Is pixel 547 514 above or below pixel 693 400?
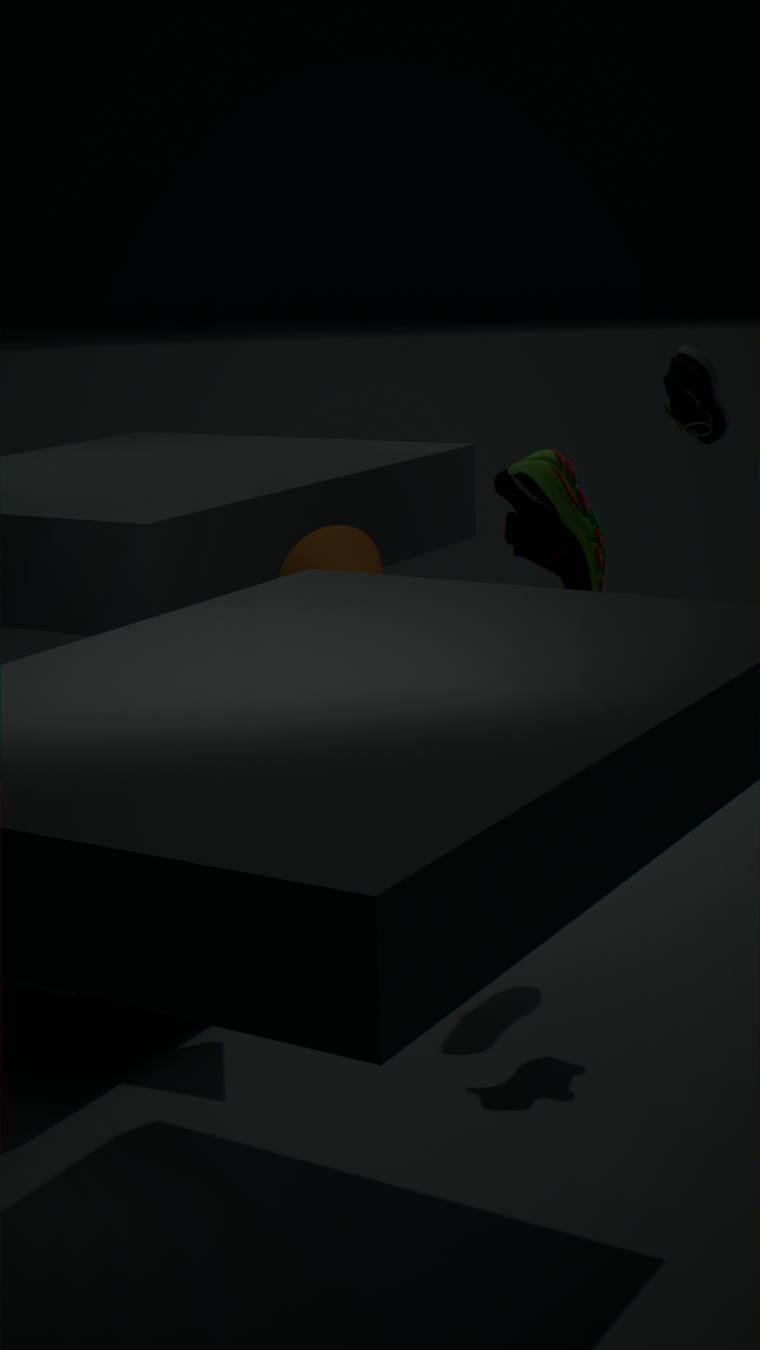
below
